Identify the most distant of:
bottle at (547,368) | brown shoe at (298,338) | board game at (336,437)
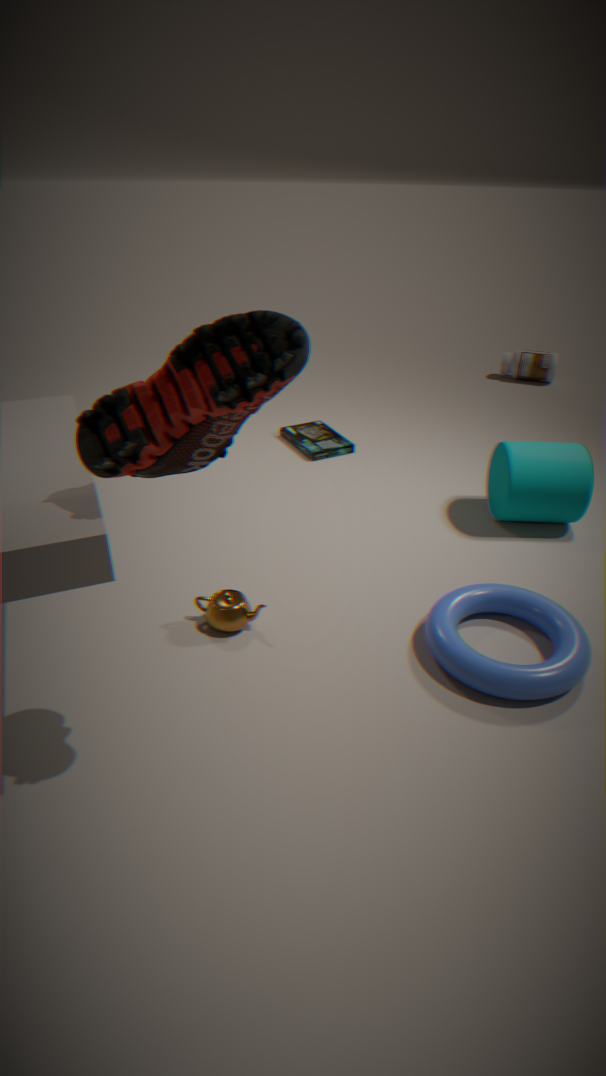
bottle at (547,368)
